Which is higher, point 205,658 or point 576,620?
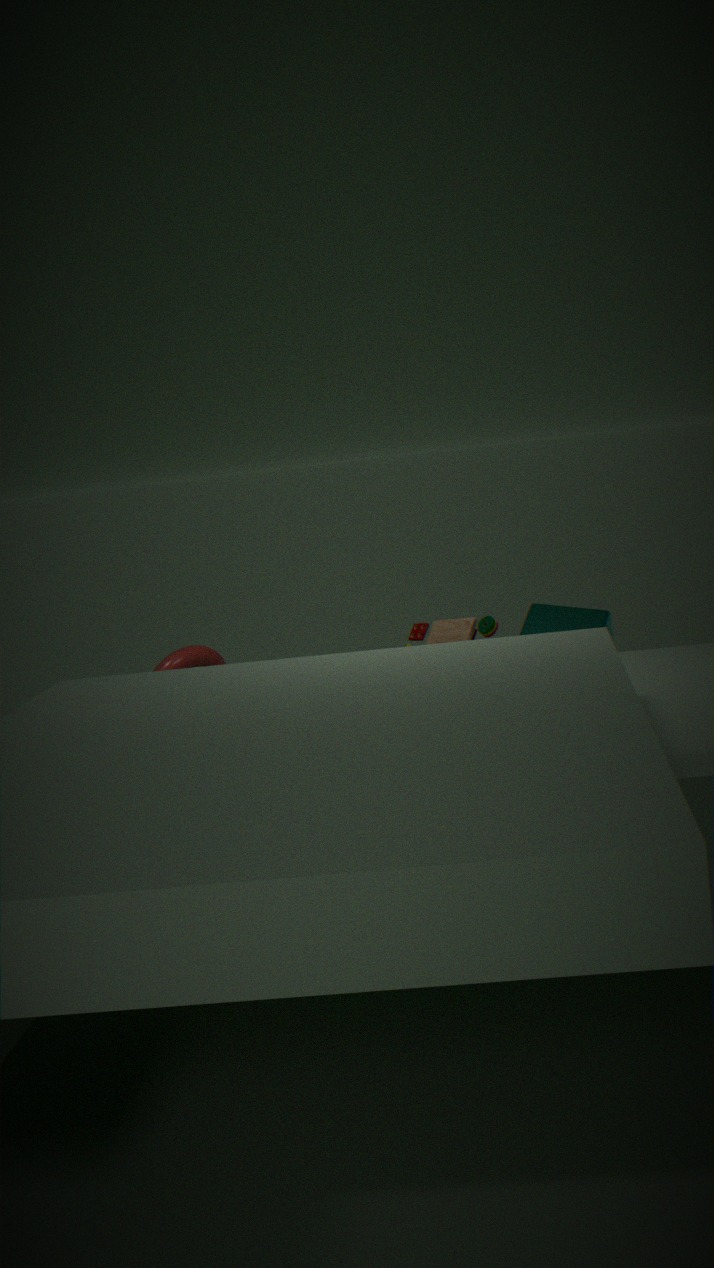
point 576,620
